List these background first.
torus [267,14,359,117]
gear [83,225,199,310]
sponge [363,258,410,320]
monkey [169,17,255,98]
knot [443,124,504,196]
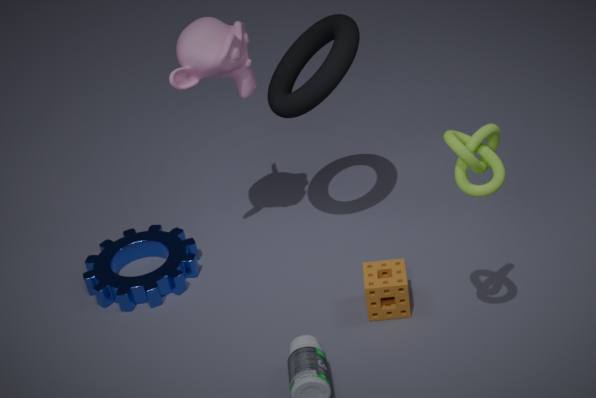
gear [83,225,199,310]
torus [267,14,359,117]
monkey [169,17,255,98]
sponge [363,258,410,320]
knot [443,124,504,196]
